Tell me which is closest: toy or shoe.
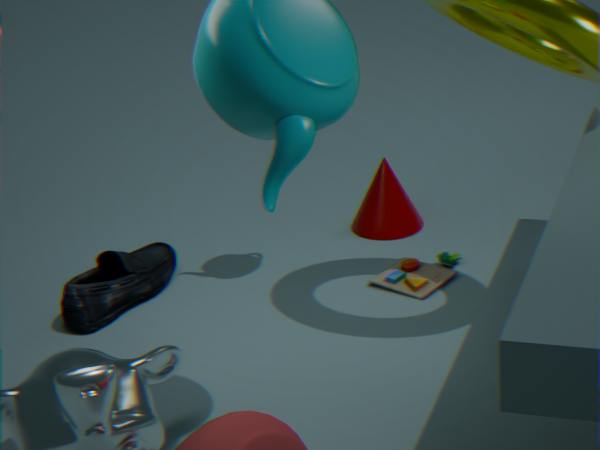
shoe
